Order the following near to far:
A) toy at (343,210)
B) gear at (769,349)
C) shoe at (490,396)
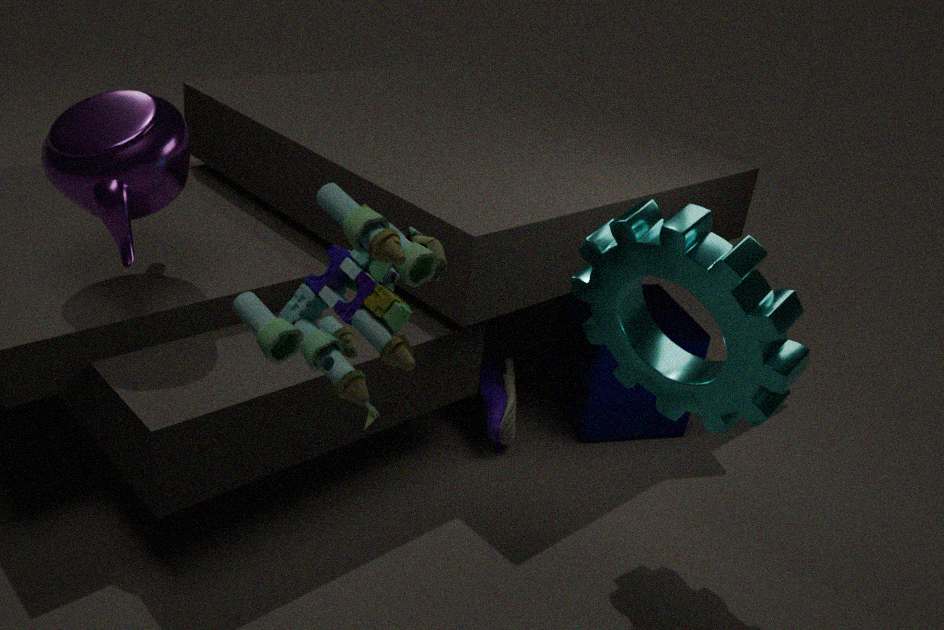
toy at (343,210) < gear at (769,349) < shoe at (490,396)
